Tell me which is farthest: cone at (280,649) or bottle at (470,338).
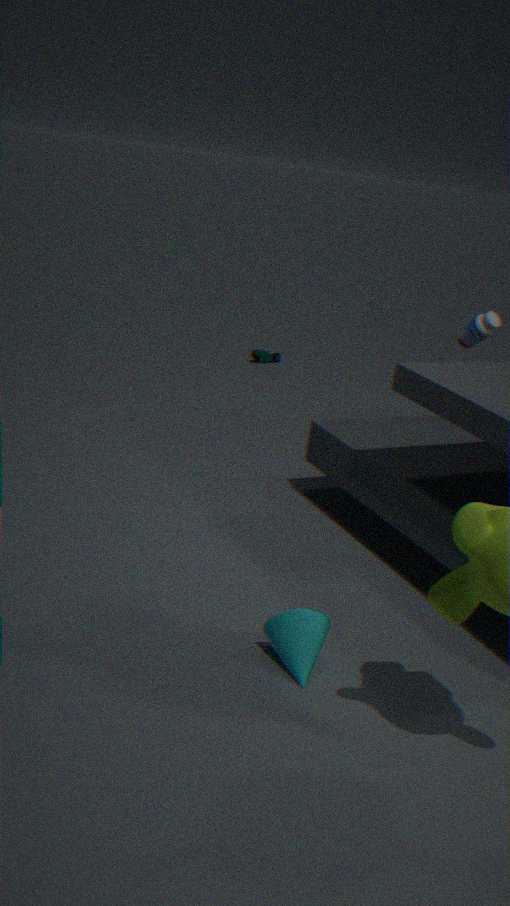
bottle at (470,338)
